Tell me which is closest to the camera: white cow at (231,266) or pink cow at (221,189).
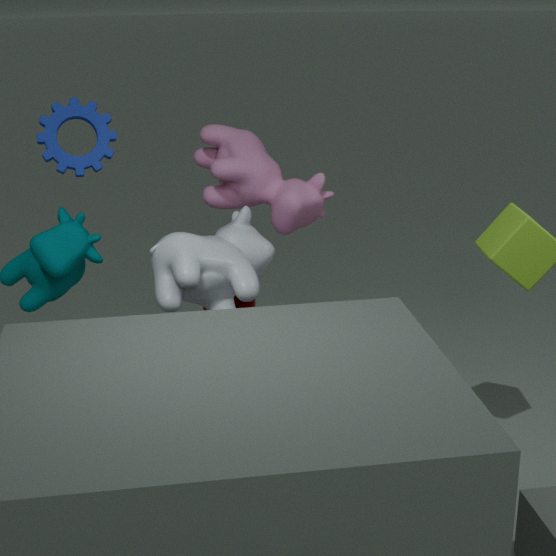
white cow at (231,266)
